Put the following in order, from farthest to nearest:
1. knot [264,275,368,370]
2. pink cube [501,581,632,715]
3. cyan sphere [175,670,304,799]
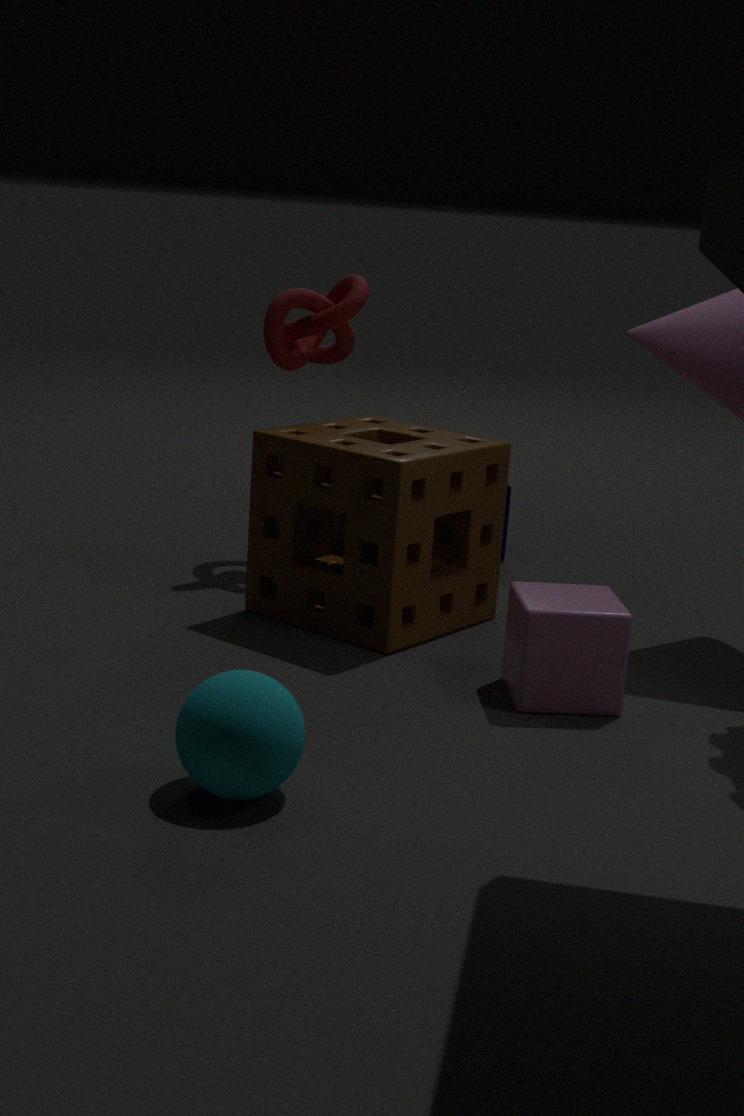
knot [264,275,368,370] → pink cube [501,581,632,715] → cyan sphere [175,670,304,799]
